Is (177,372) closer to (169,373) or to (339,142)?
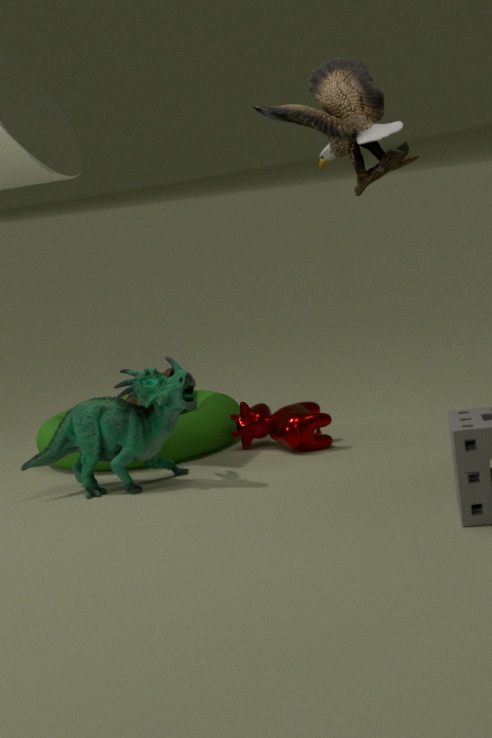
(169,373)
